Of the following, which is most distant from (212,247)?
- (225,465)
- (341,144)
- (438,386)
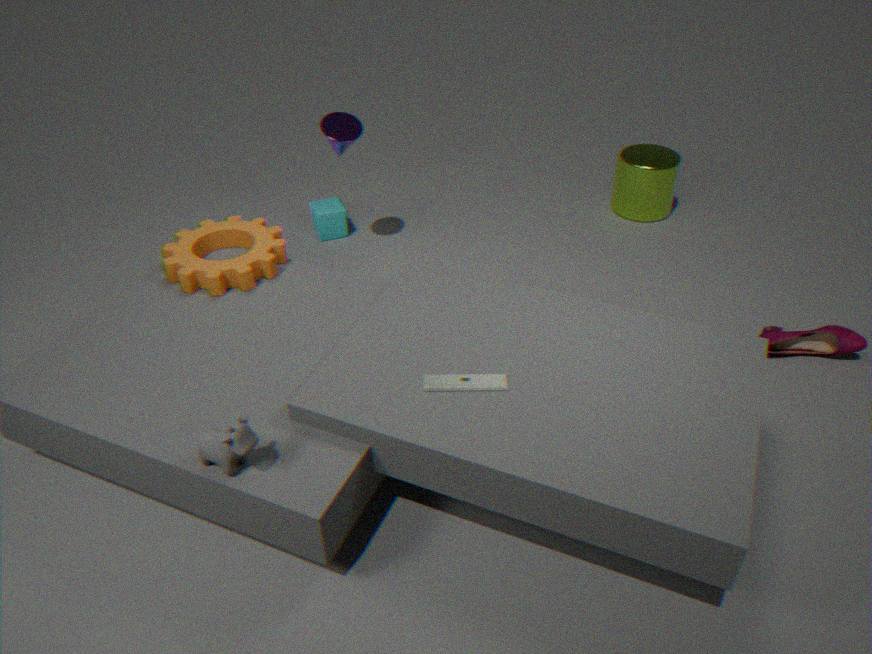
(438,386)
